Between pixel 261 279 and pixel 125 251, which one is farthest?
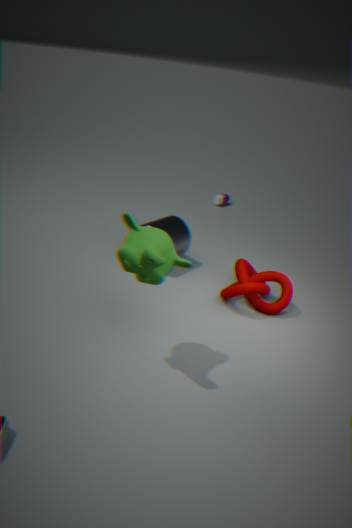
pixel 261 279
